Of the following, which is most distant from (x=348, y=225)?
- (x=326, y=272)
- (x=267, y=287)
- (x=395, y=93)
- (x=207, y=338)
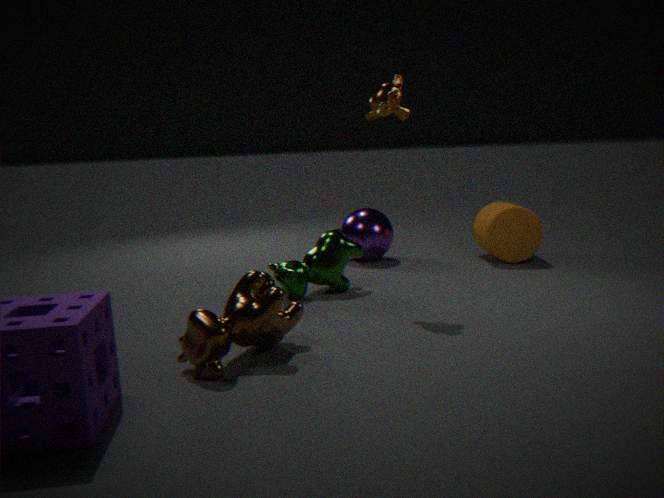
(x=207, y=338)
